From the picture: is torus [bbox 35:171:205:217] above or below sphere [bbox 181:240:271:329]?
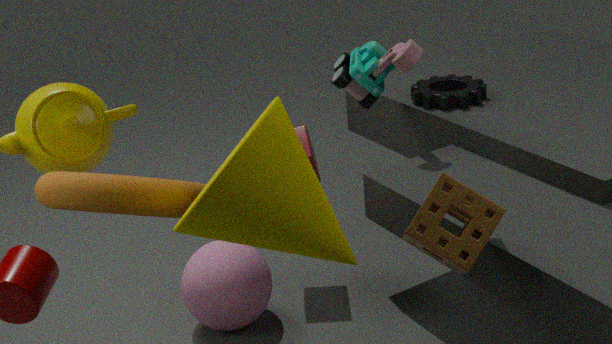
above
